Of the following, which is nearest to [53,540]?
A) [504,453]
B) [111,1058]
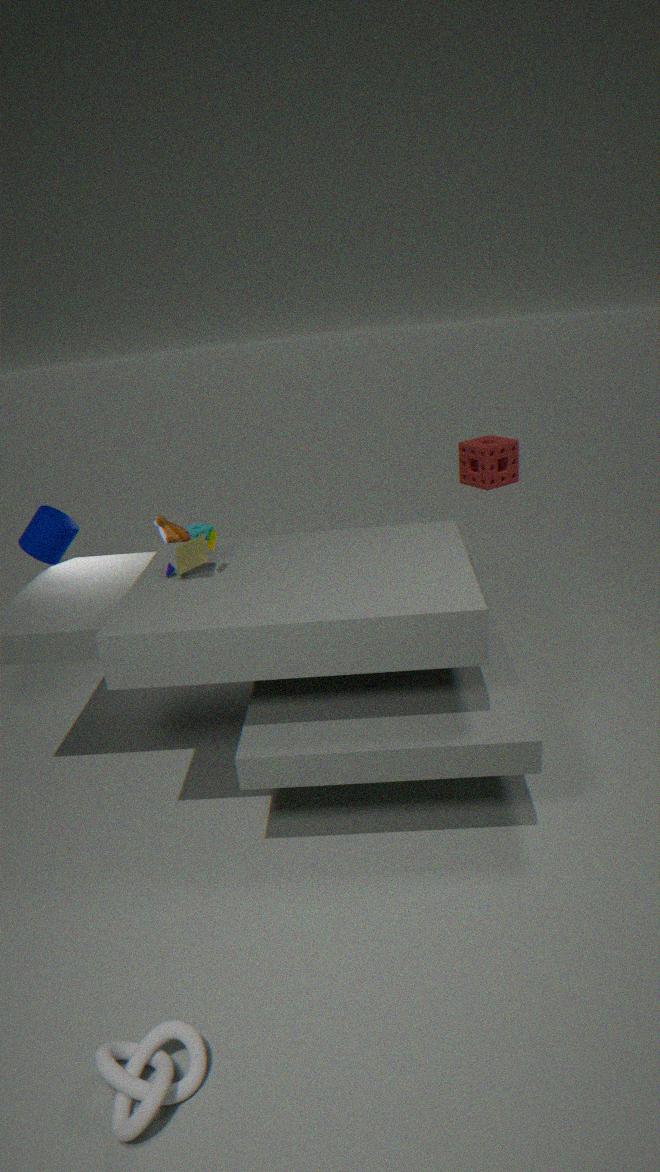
[111,1058]
